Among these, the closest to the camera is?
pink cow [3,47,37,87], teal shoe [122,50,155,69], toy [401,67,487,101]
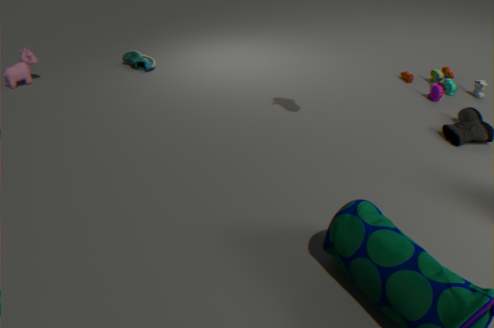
toy [401,67,487,101]
